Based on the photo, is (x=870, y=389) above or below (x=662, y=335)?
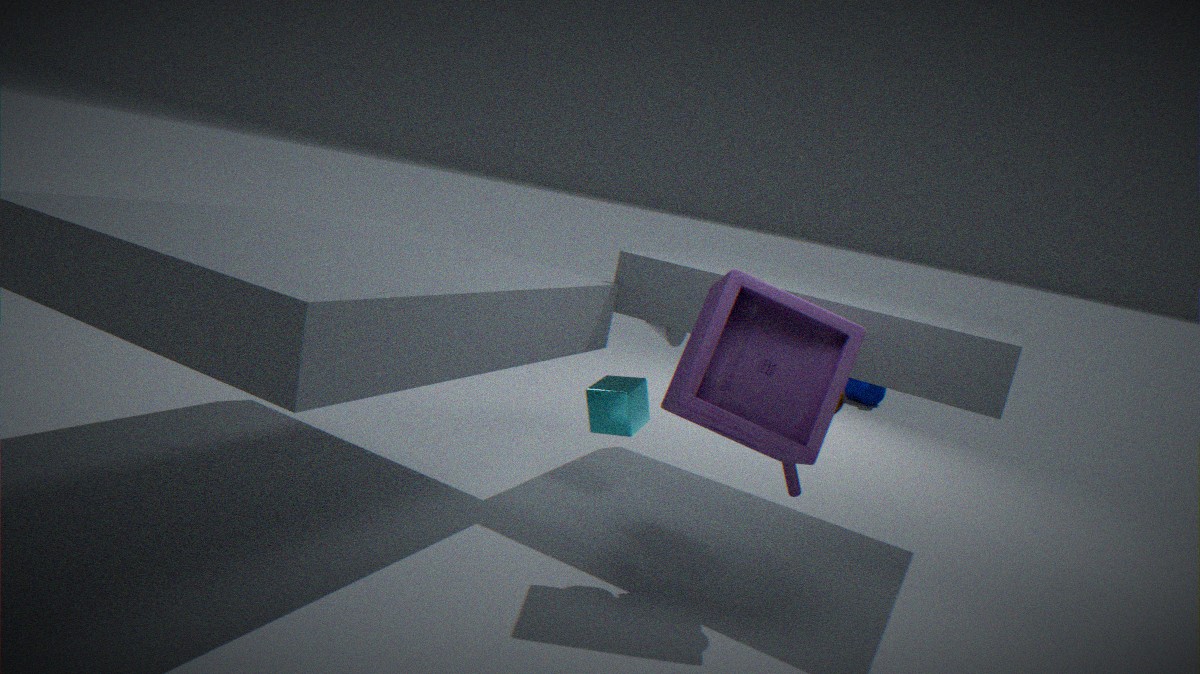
below
